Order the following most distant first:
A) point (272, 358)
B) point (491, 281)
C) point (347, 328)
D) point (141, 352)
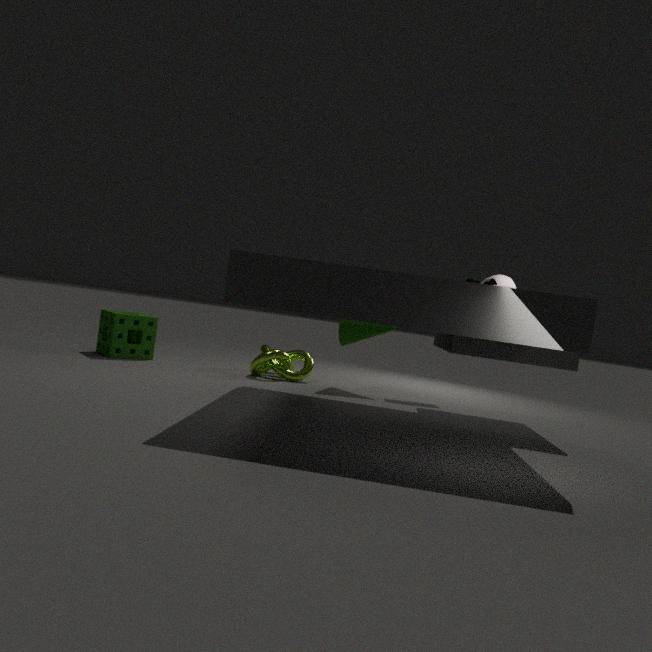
1. point (141, 352)
2. point (272, 358)
3. point (347, 328)
4. point (491, 281)
